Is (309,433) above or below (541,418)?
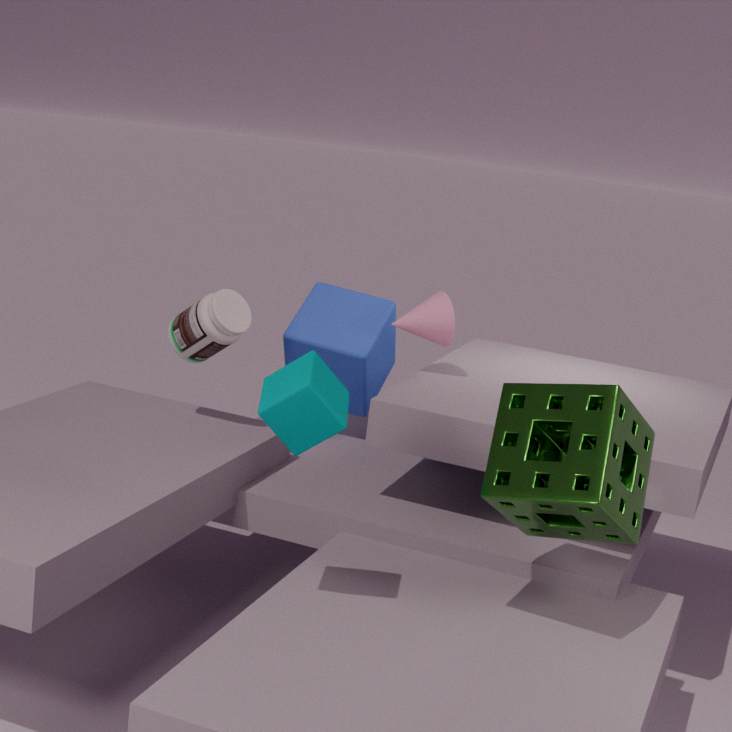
above
